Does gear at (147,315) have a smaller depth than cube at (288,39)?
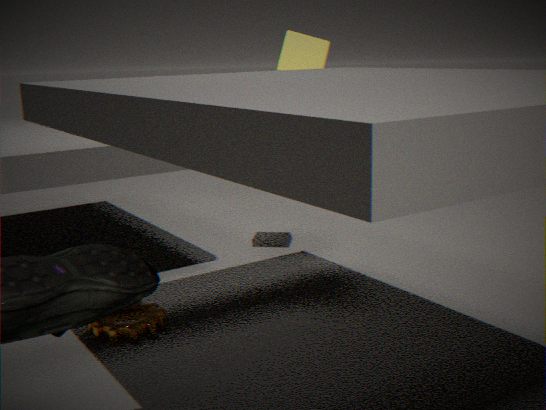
Yes
